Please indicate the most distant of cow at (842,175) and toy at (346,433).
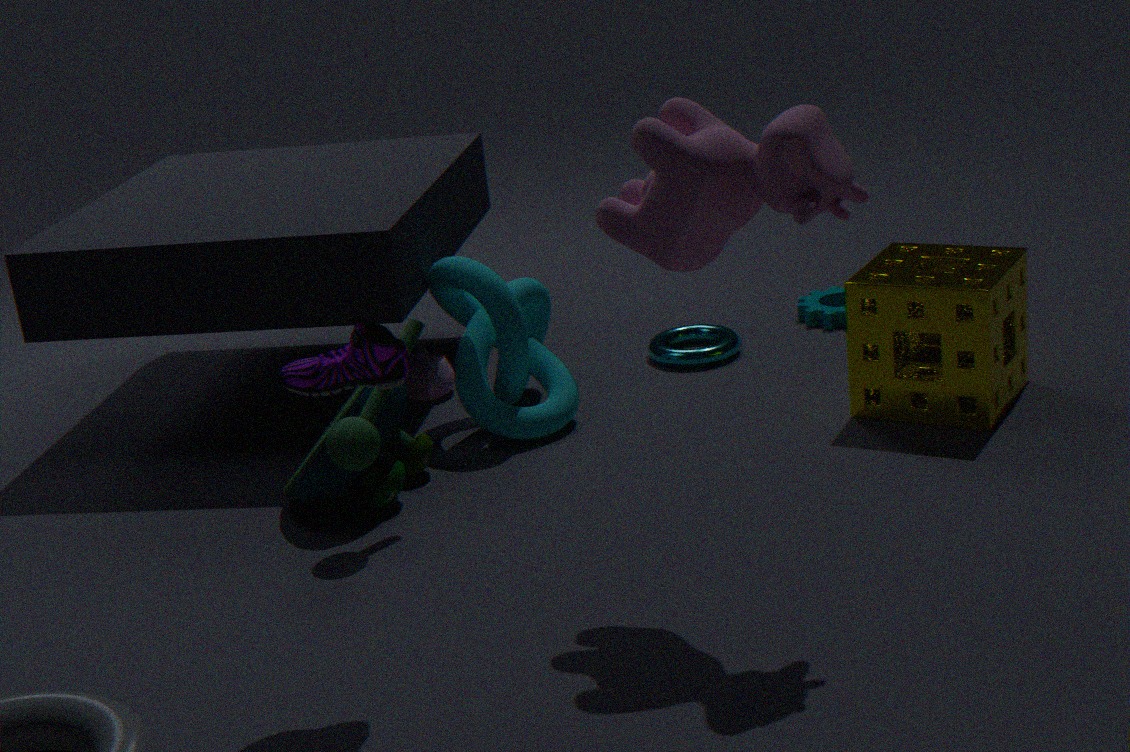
toy at (346,433)
